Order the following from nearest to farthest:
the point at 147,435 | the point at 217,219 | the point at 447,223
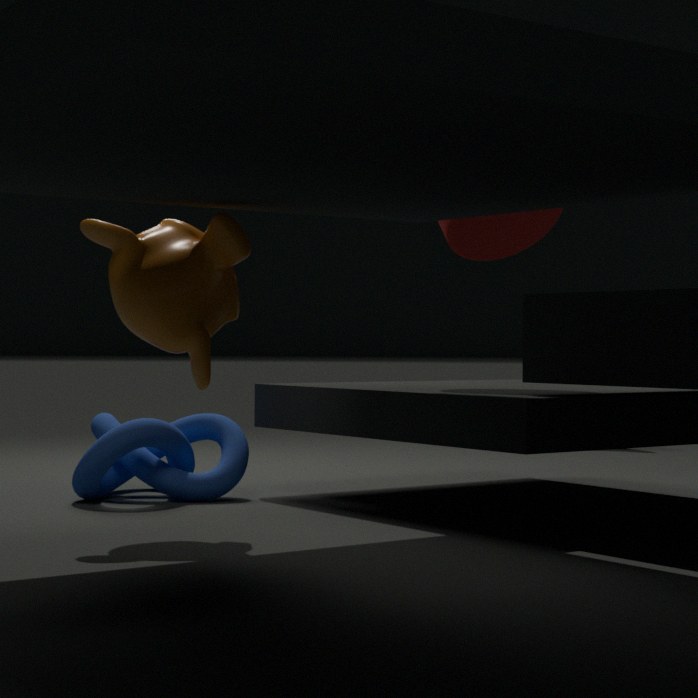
the point at 217,219, the point at 447,223, the point at 147,435
